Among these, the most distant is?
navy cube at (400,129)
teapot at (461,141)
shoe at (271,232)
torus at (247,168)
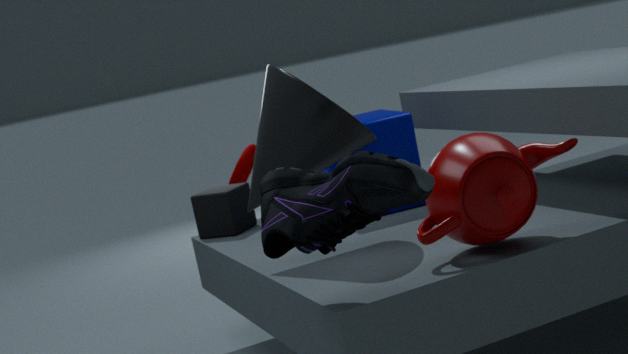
torus at (247,168)
